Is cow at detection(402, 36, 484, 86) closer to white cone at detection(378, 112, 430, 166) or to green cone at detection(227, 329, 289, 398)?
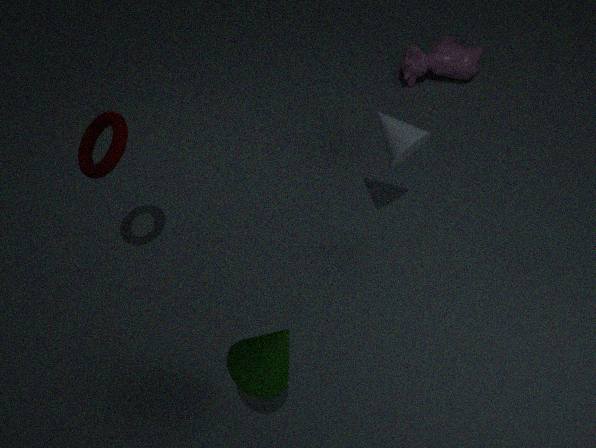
white cone at detection(378, 112, 430, 166)
